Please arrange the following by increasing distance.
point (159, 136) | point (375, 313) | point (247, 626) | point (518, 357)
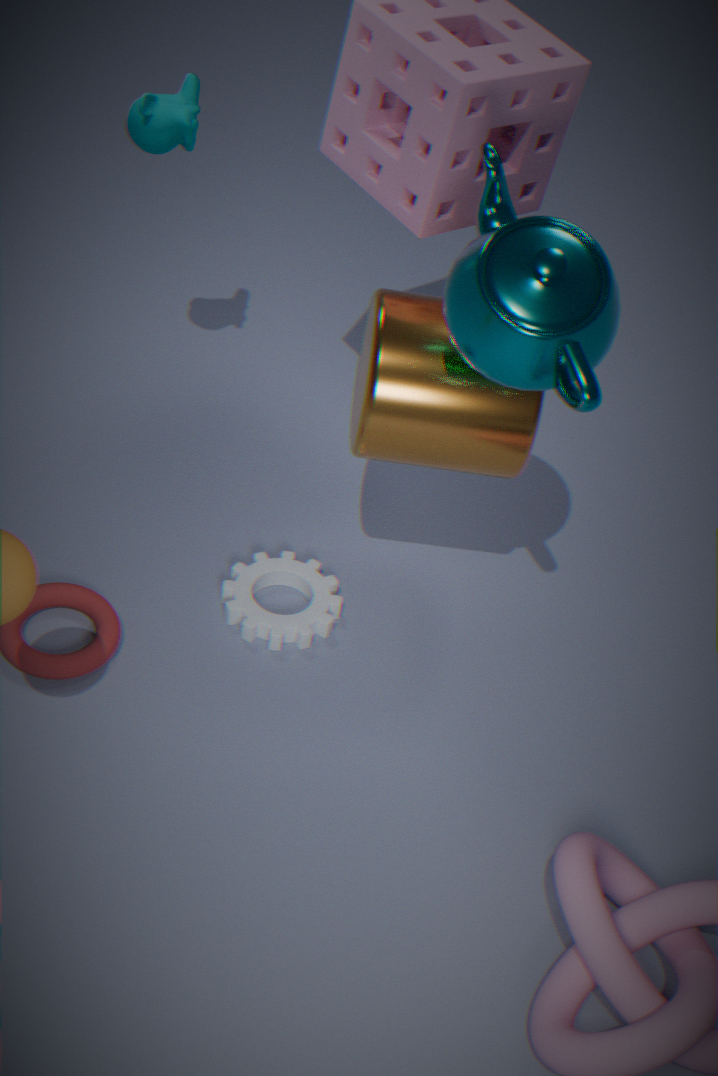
point (518, 357)
point (375, 313)
point (159, 136)
point (247, 626)
